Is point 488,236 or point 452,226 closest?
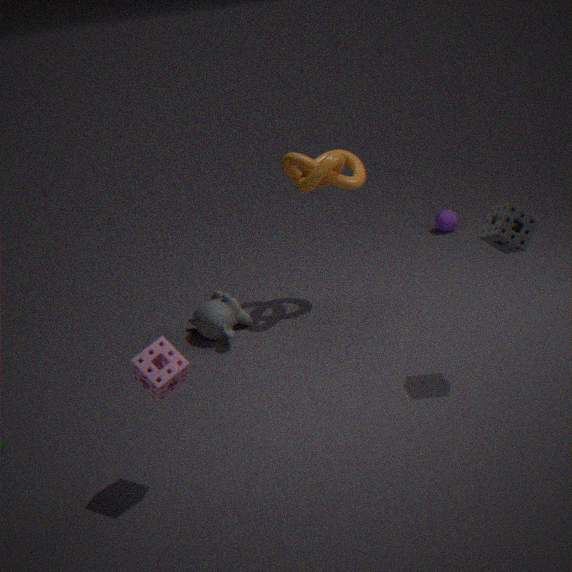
point 488,236
